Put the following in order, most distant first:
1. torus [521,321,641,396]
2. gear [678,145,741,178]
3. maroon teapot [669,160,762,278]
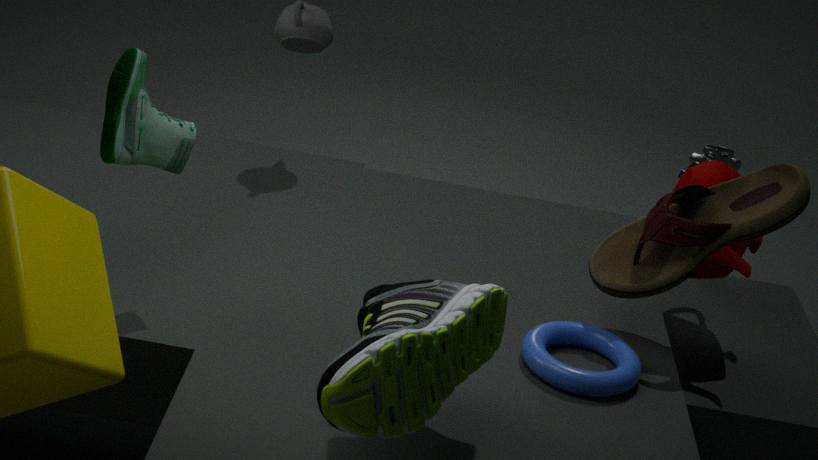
1. gear [678,145,741,178]
2. maroon teapot [669,160,762,278]
3. torus [521,321,641,396]
